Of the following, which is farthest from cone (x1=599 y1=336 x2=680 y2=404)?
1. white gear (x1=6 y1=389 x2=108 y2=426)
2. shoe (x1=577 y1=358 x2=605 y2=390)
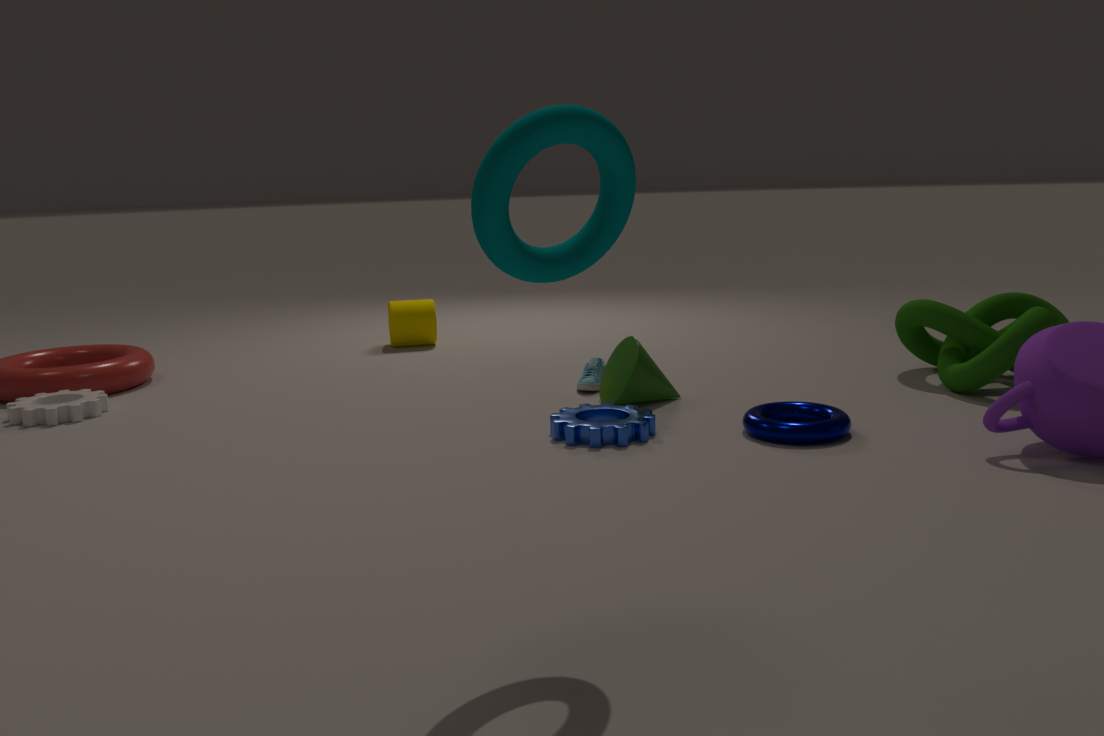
white gear (x1=6 y1=389 x2=108 y2=426)
